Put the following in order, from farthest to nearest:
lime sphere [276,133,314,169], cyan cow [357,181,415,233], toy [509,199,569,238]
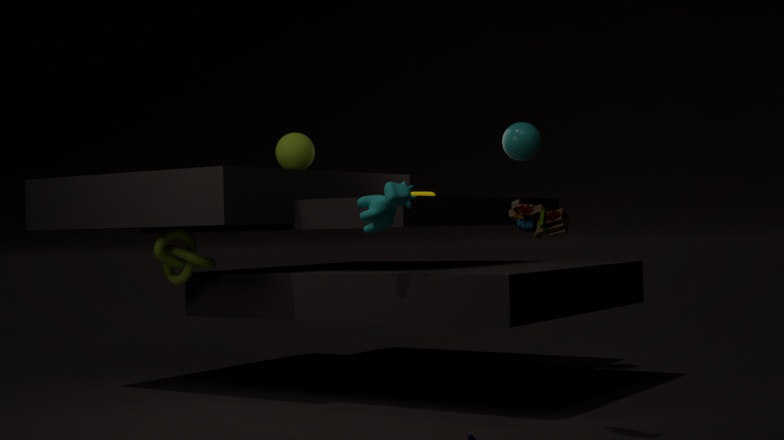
1. lime sphere [276,133,314,169]
2. cyan cow [357,181,415,233]
3. toy [509,199,569,238]
